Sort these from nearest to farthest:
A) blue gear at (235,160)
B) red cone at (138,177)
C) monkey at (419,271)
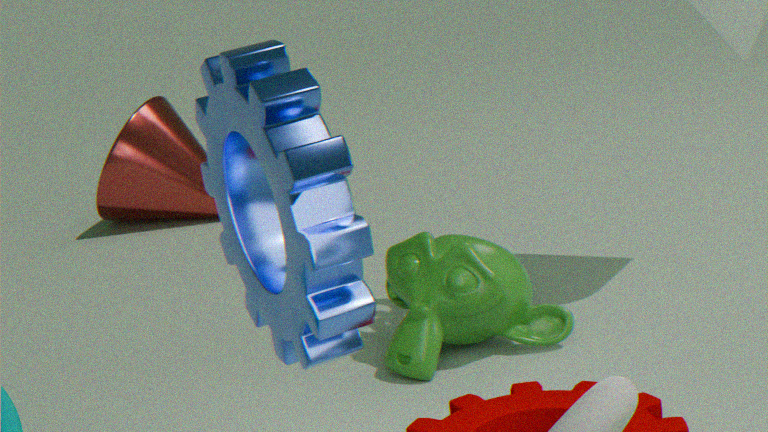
blue gear at (235,160)
monkey at (419,271)
red cone at (138,177)
